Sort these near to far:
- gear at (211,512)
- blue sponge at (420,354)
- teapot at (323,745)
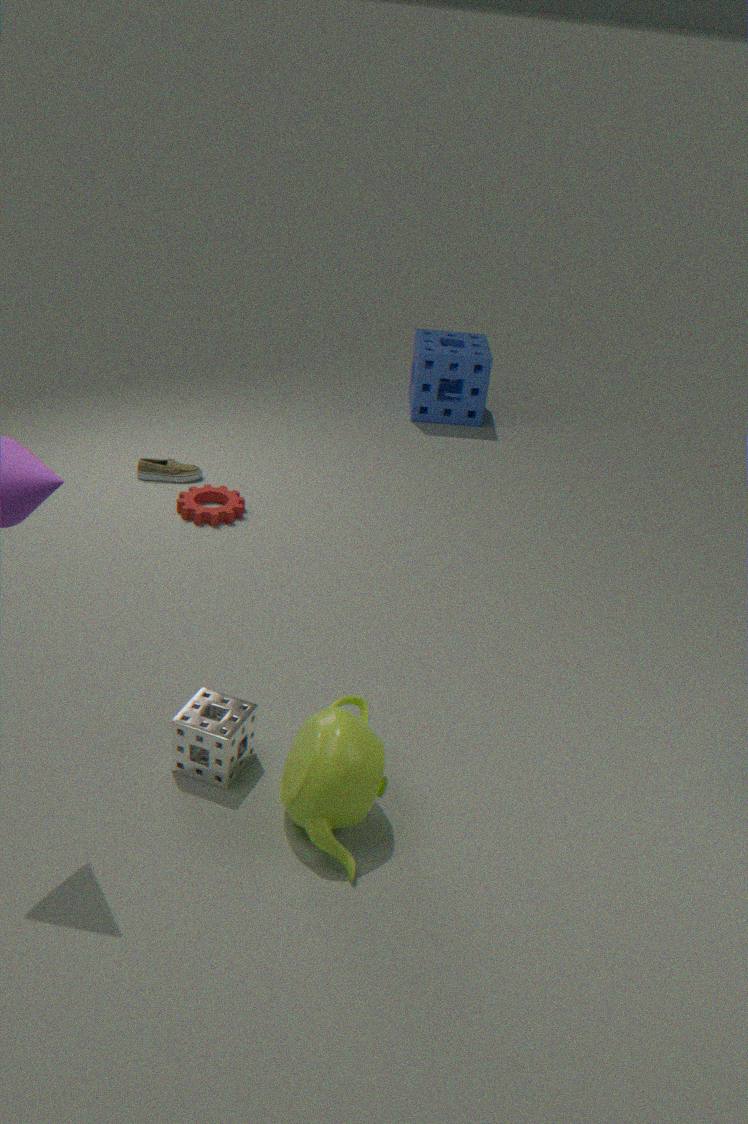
teapot at (323,745) → gear at (211,512) → blue sponge at (420,354)
